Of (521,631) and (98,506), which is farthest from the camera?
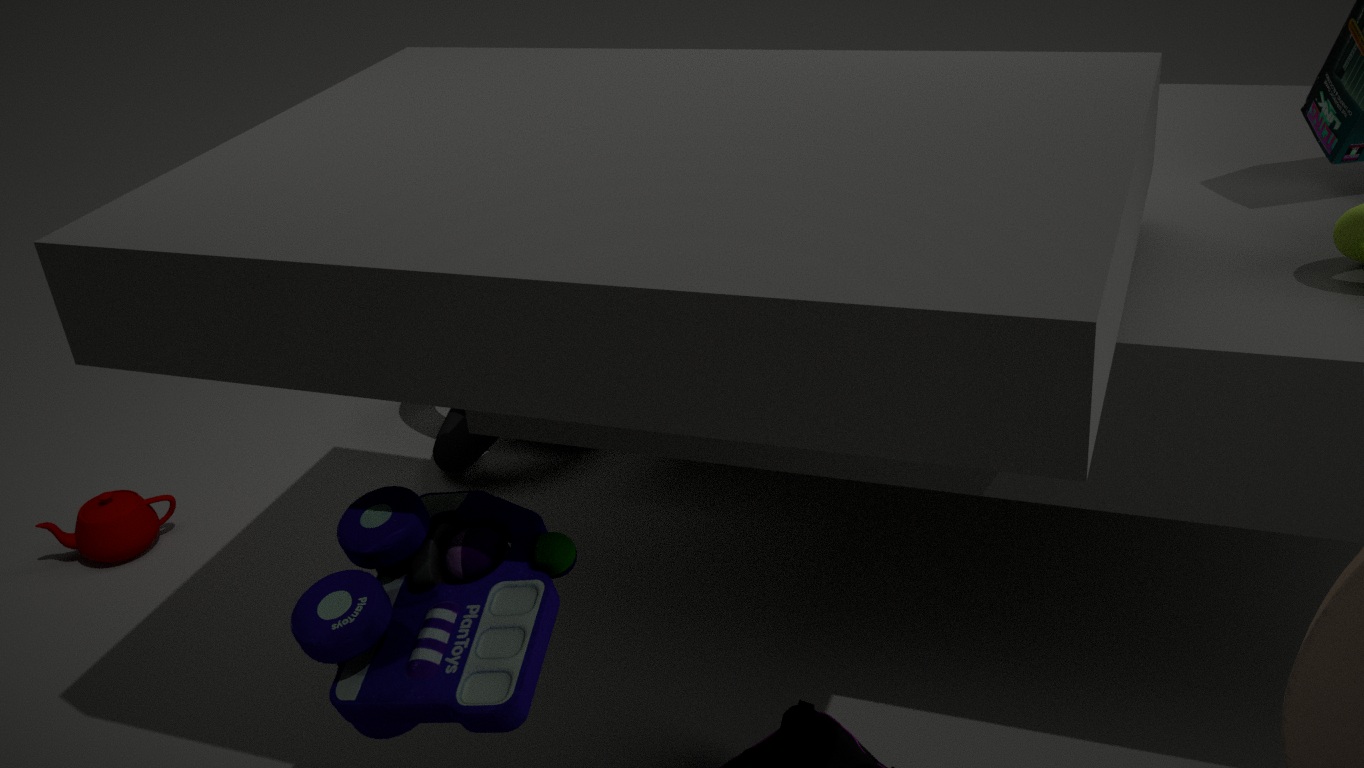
(98,506)
